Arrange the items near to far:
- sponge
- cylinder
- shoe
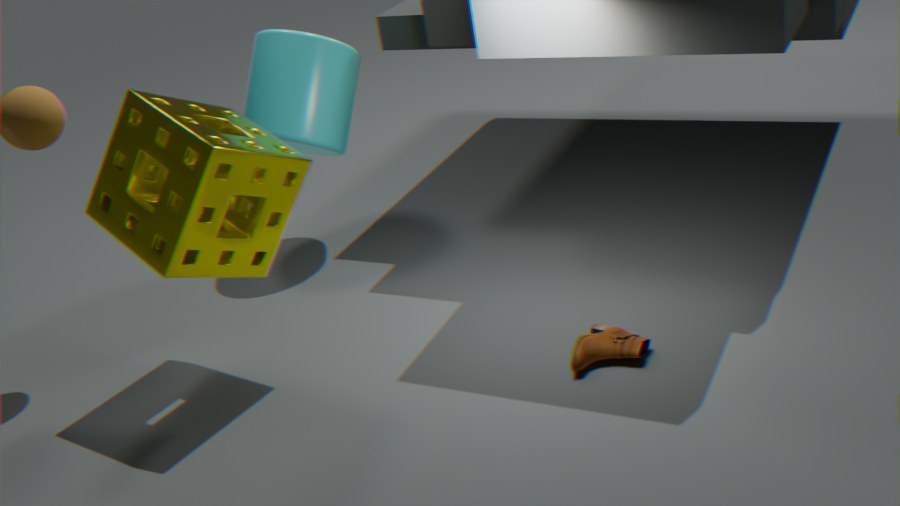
sponge, shoe, cylinder
